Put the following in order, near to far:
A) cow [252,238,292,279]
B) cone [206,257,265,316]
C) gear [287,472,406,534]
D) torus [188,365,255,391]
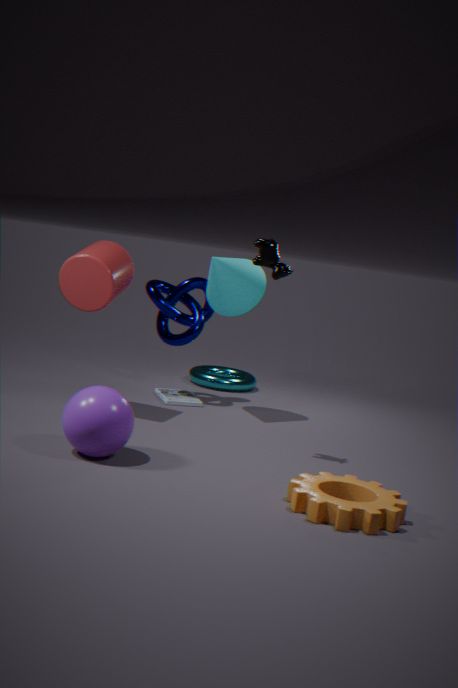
gear [287,472,406,534] < cow [252,238,292,279] < cone [206,257,265,316] < torus [188,365,255,391]
